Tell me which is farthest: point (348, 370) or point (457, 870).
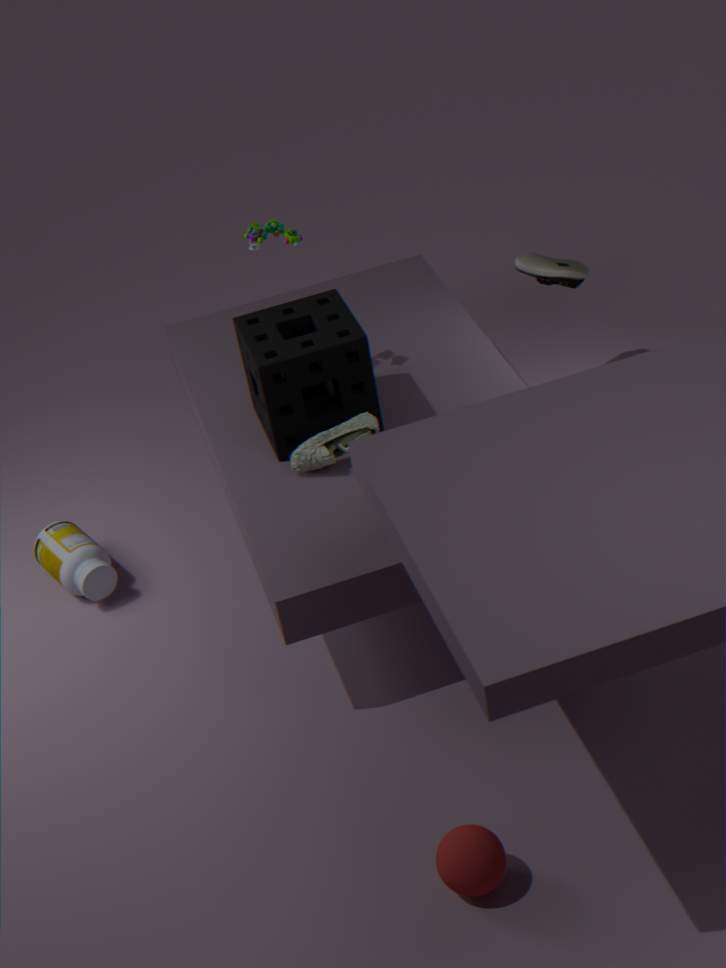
point (348, 370)
